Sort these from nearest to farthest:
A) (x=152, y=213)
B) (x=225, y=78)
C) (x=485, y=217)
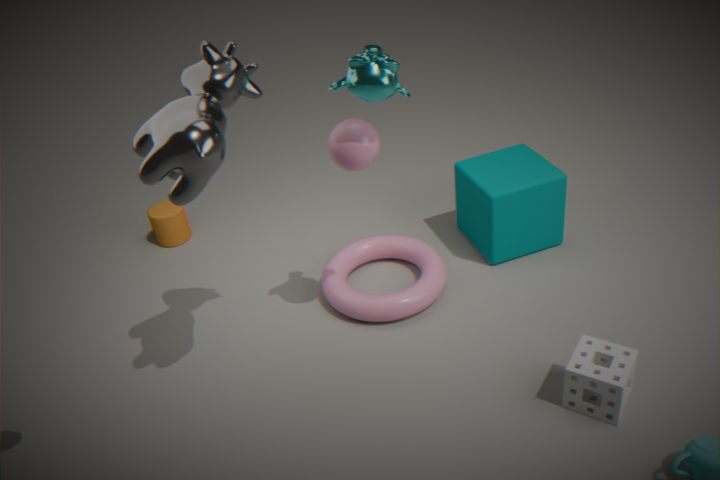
1. (x=225, y=78)
2. (x=485, y=217)
3. (x=152, y=213)
